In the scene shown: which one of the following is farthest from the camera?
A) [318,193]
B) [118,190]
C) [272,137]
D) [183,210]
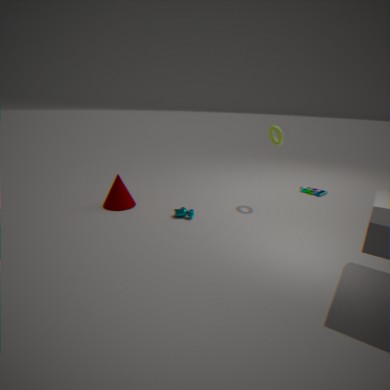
[318,193]
